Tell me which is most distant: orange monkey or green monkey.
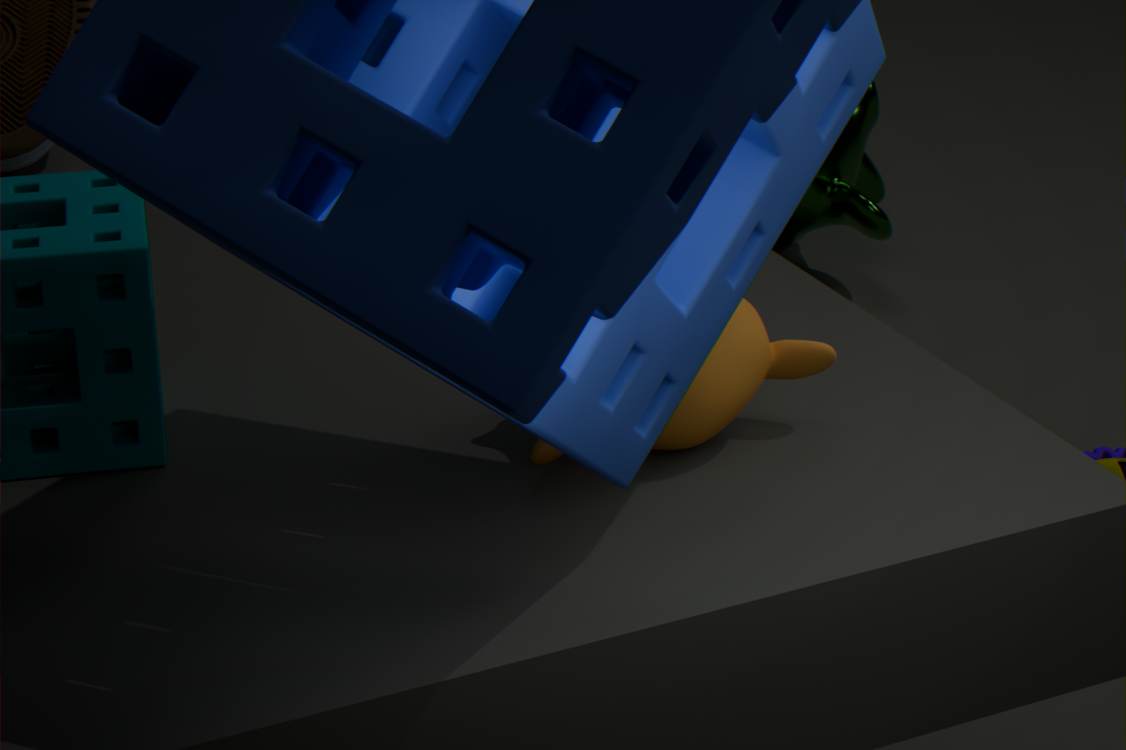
green monkey
